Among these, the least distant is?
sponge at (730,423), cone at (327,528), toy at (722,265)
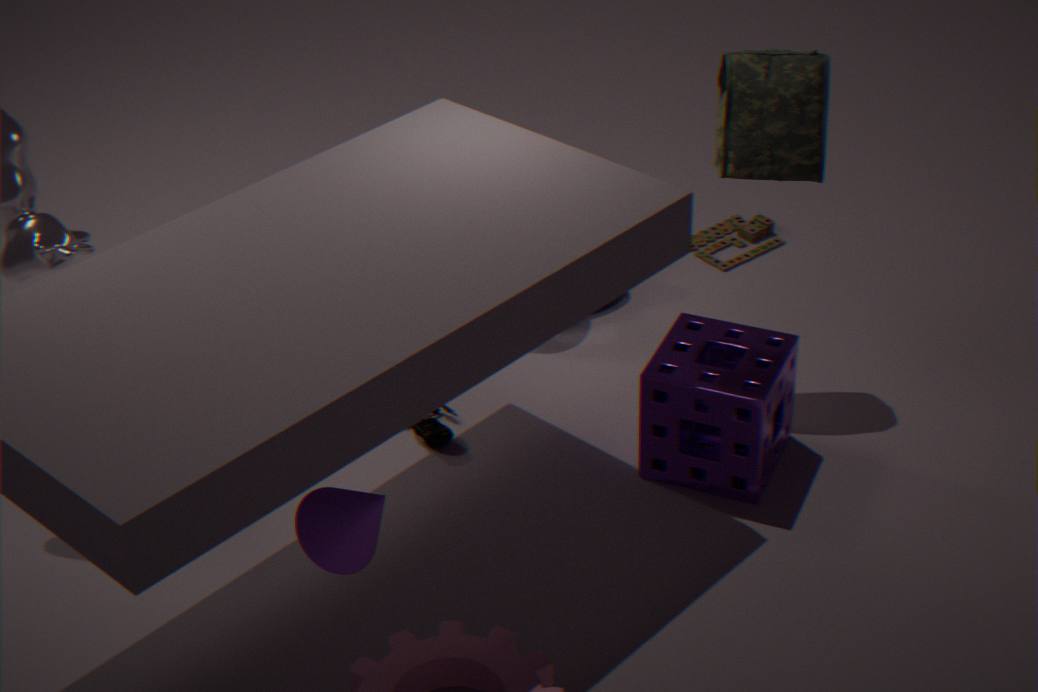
cone at (327,528)
